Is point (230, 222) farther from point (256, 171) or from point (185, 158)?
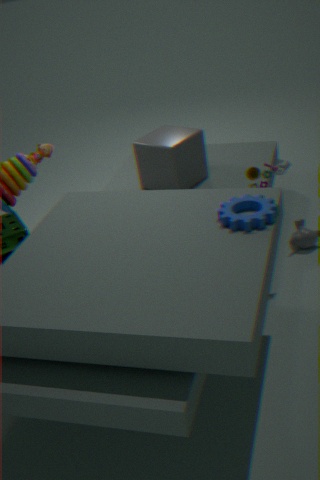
point (185, 158)
